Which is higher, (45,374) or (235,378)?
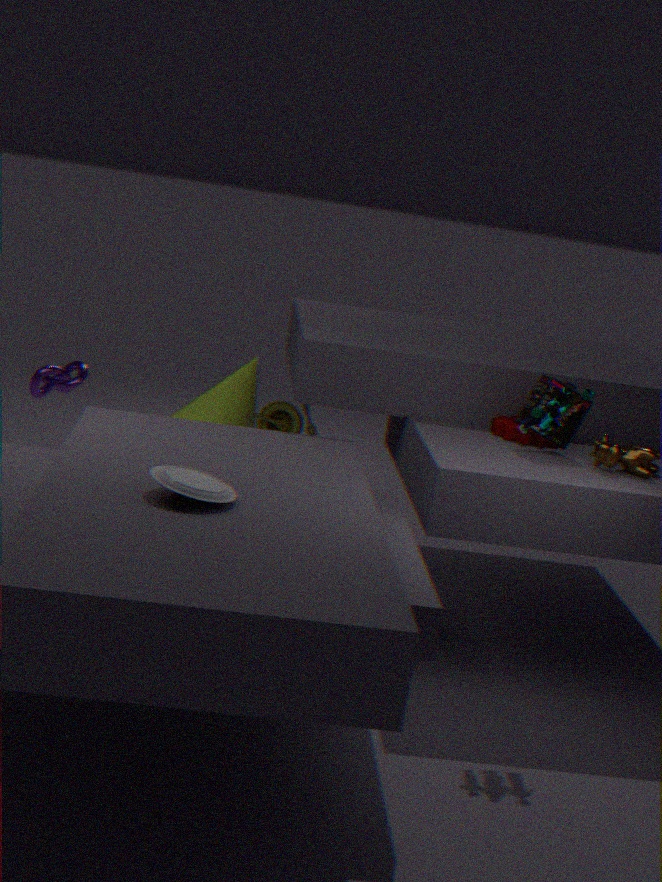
(45,374)
